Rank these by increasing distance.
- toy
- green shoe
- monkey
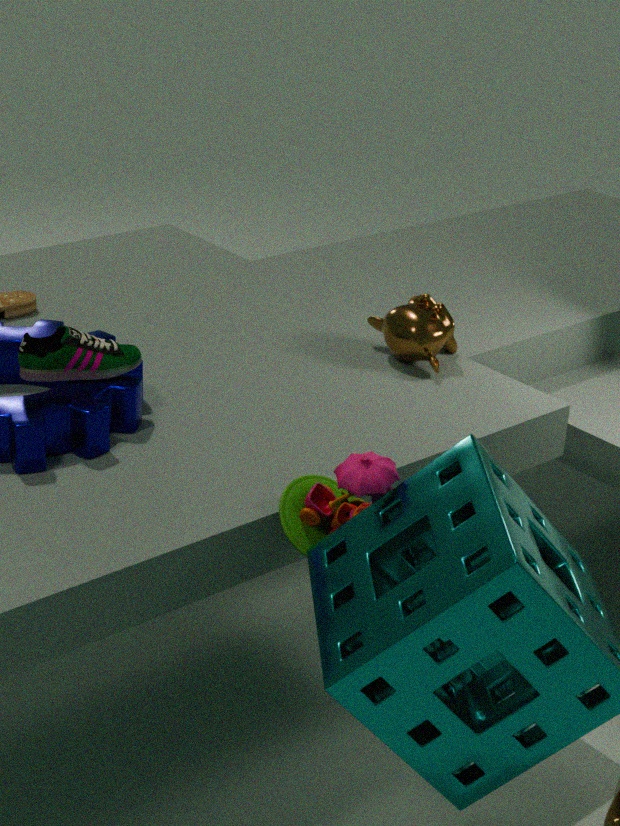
toy < green shoe < monkey
